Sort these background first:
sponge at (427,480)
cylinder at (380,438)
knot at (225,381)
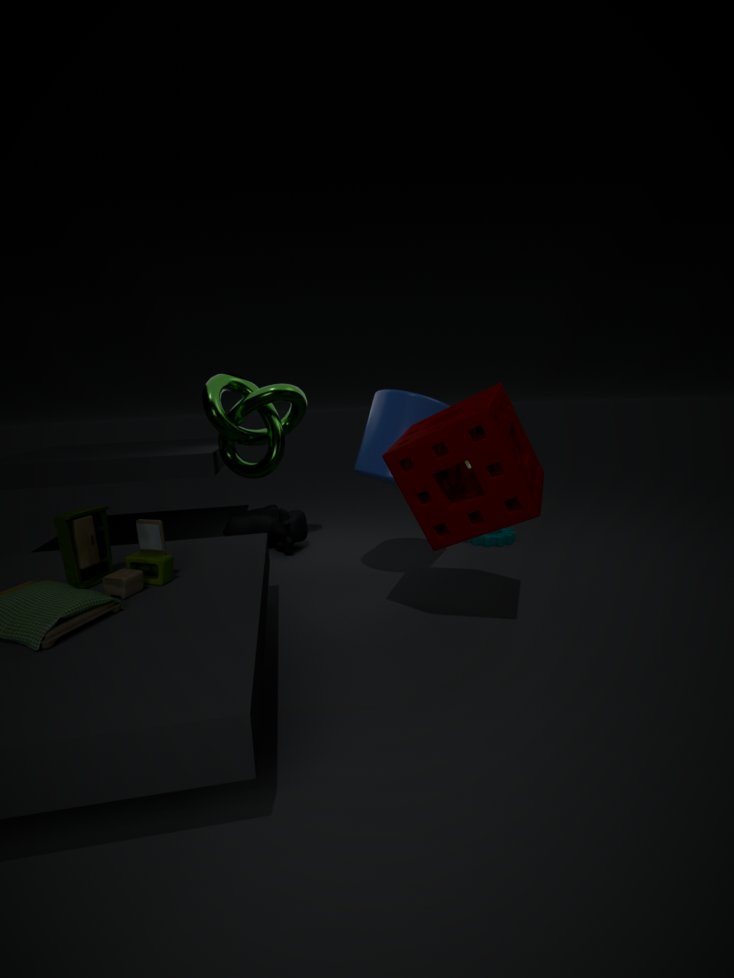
knot at (225,381), cylinder at (380,438), sponge at (427,480)
